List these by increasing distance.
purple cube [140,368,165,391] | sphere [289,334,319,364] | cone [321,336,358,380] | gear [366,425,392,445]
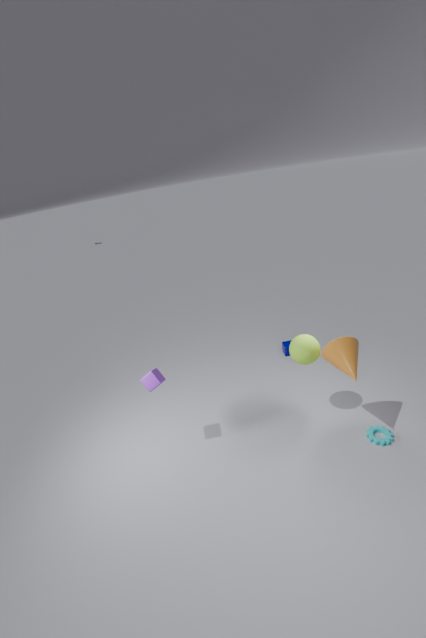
cone [321,336,358,380] < gear [366,425,392,445] < purple cube [140,368,165,391] < sphere [289,334,319,364]
